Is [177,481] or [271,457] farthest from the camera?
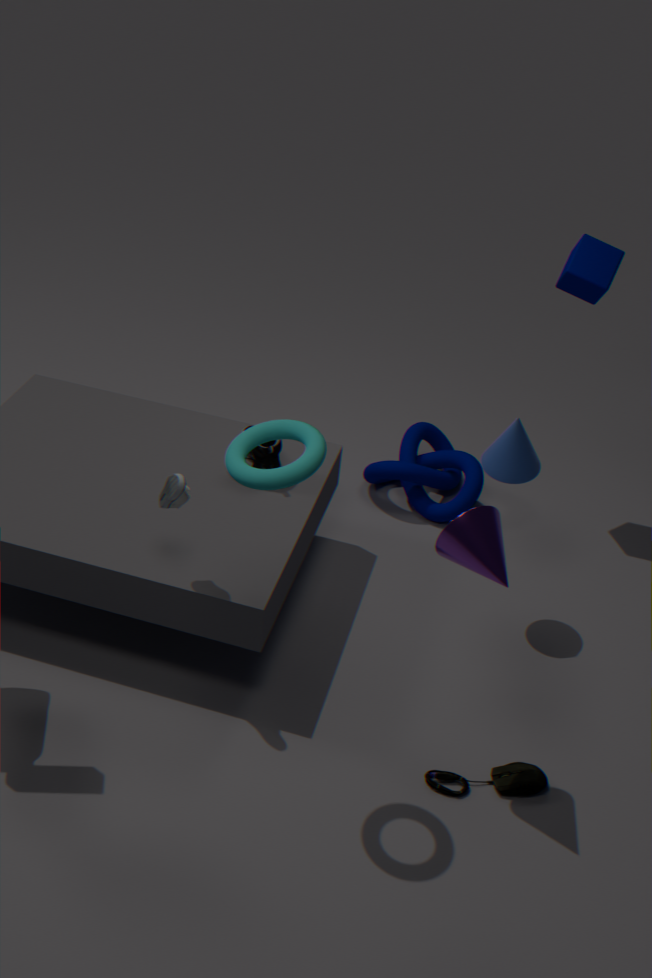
[271,457]
